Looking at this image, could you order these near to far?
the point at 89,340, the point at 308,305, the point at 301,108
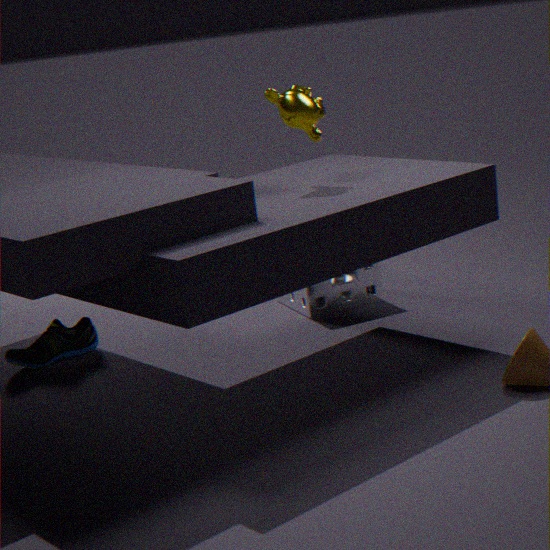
the point at 301,108 → the point at 89,340 → the point at 308,305
